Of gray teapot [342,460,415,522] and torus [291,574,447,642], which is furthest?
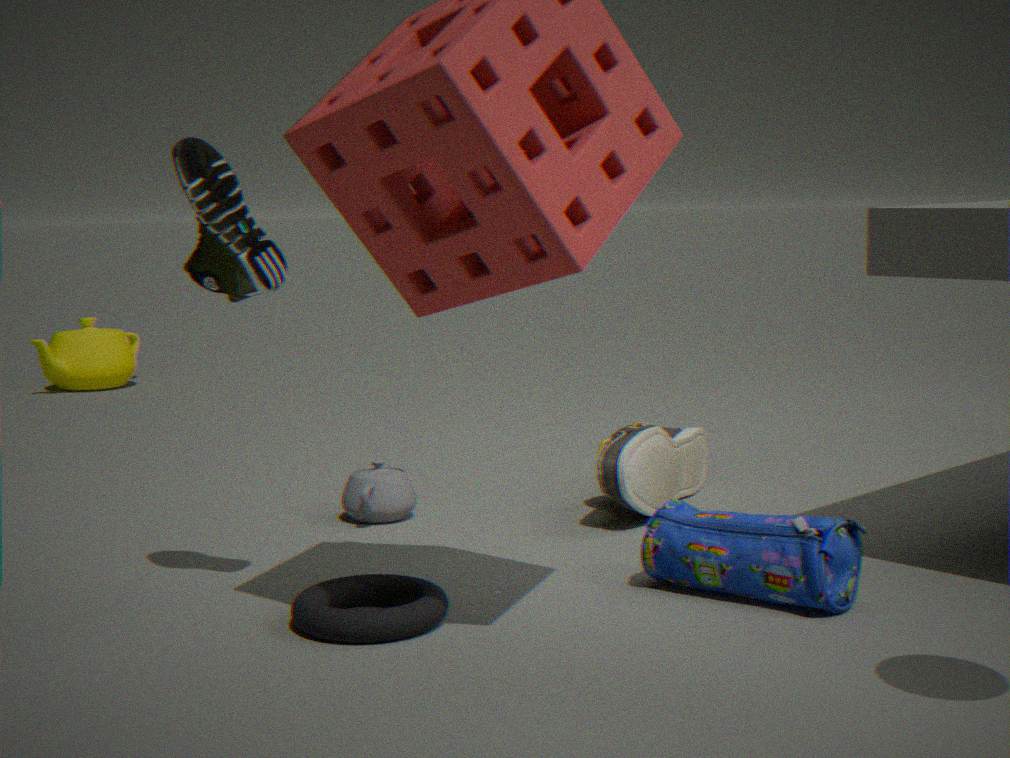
gray teapot [342,460,415,522]
